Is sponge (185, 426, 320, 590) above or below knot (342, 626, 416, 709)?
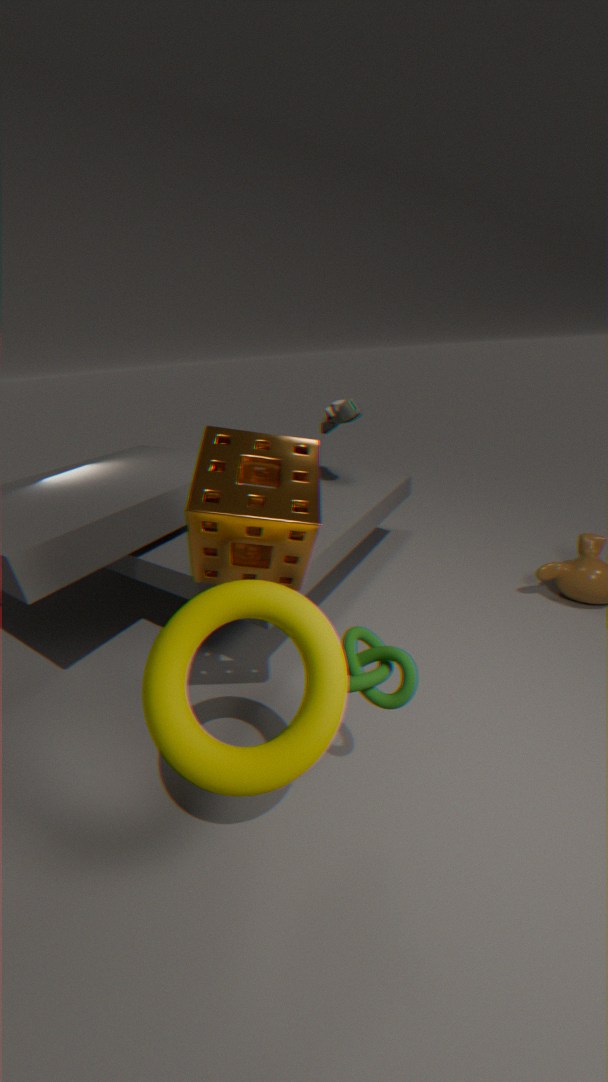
above
